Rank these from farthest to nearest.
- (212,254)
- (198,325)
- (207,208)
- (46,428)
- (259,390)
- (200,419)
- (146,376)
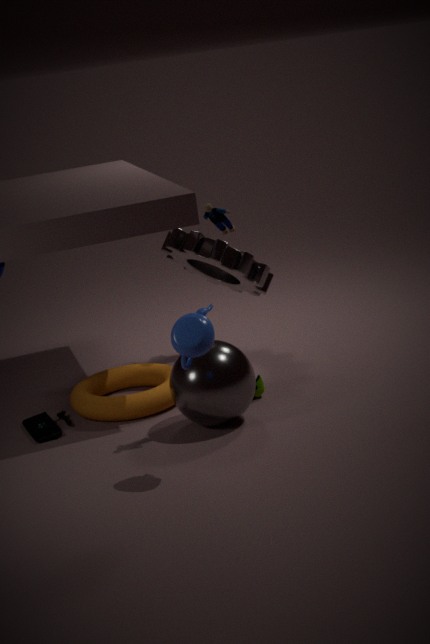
(146,376), (212,254), (259,390), (46,428), (200,419), (207,208), (198,325)
